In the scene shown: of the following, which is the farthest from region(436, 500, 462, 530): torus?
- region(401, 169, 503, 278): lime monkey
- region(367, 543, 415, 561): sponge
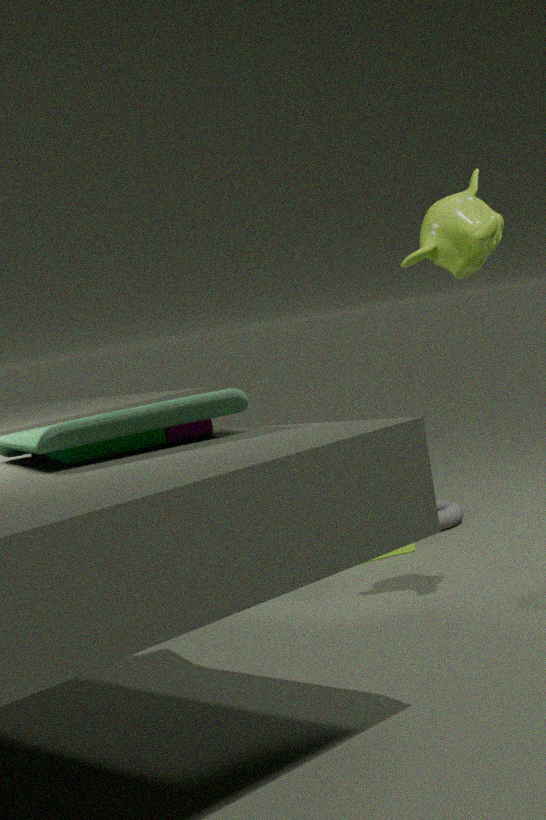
region(401, 169, 503, 278): lime monkey
